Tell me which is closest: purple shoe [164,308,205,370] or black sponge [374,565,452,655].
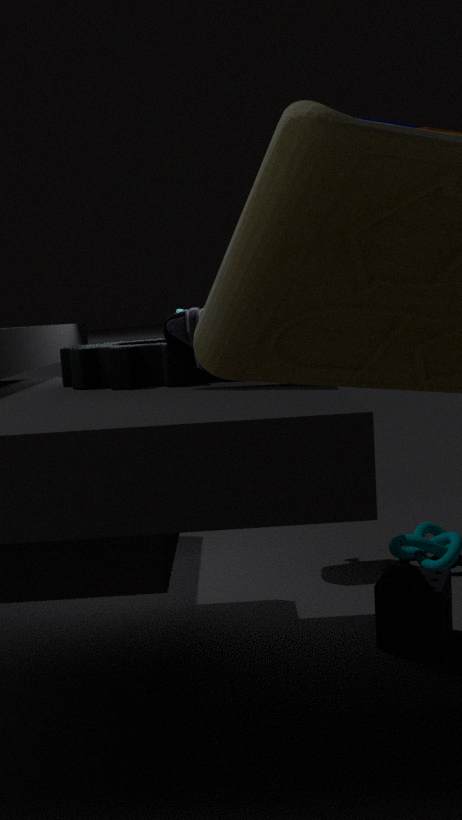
purple shoe [164,308,205,370]
